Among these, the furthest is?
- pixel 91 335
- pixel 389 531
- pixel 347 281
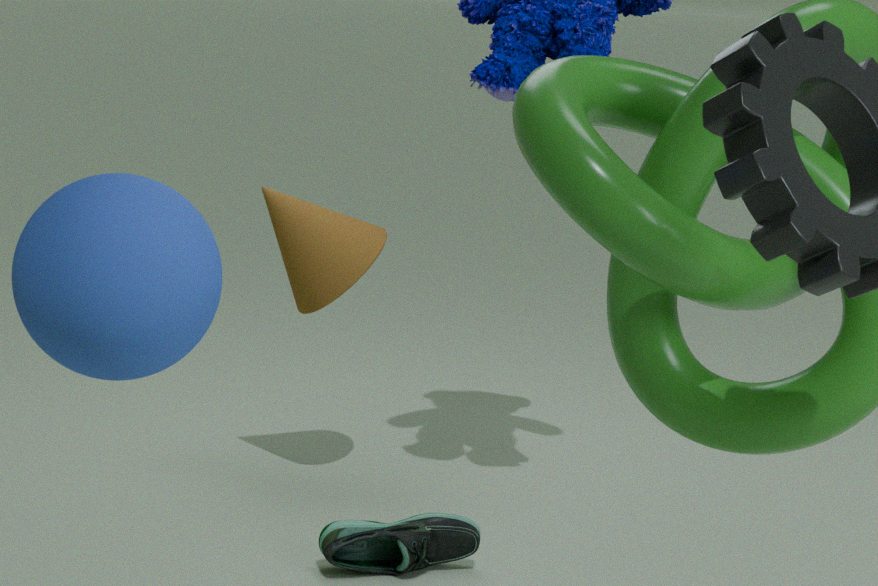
pixel 347 281
